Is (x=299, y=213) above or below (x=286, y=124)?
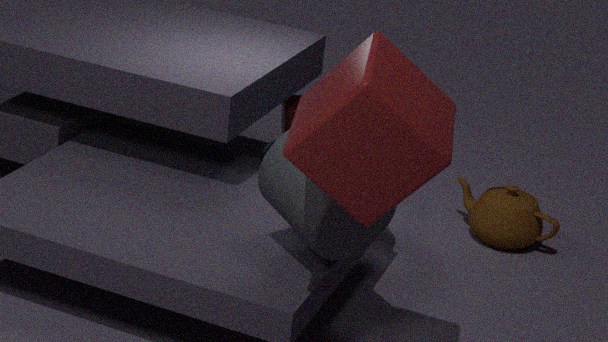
above
